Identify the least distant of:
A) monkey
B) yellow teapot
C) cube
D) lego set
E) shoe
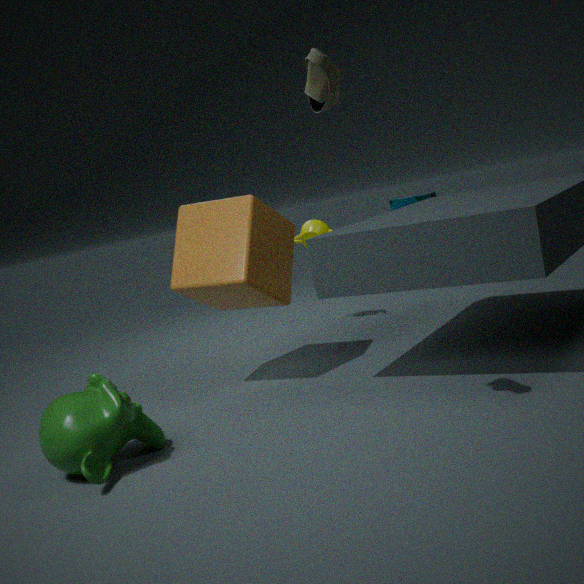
E. shoe
